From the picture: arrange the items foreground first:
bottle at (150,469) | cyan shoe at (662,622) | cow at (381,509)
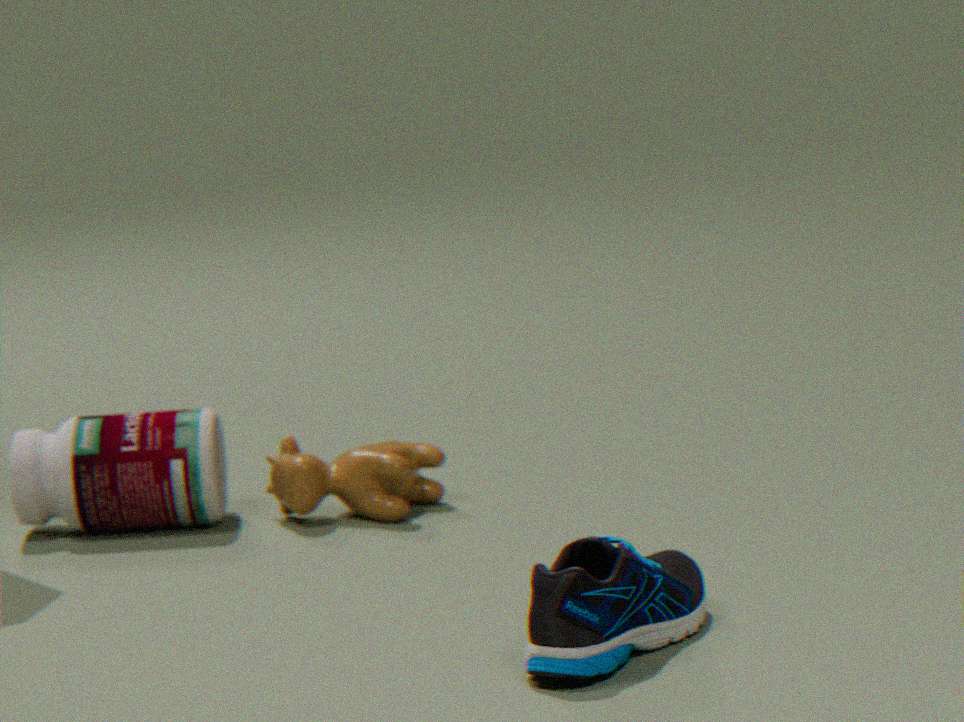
cyan shoe at (662,622), bottle at (150,469), cow at (381,509)
